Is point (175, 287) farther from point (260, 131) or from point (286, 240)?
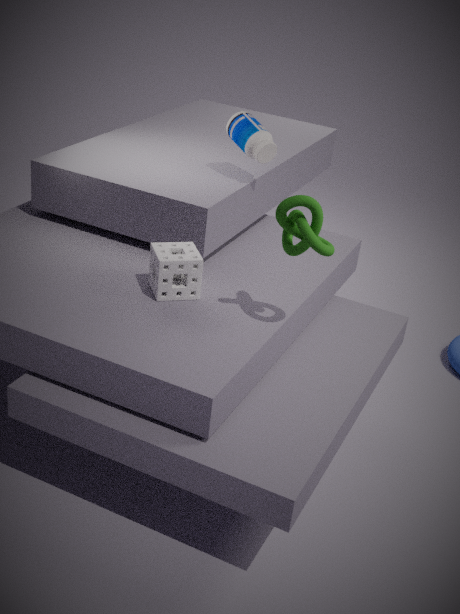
point (260, 131)
